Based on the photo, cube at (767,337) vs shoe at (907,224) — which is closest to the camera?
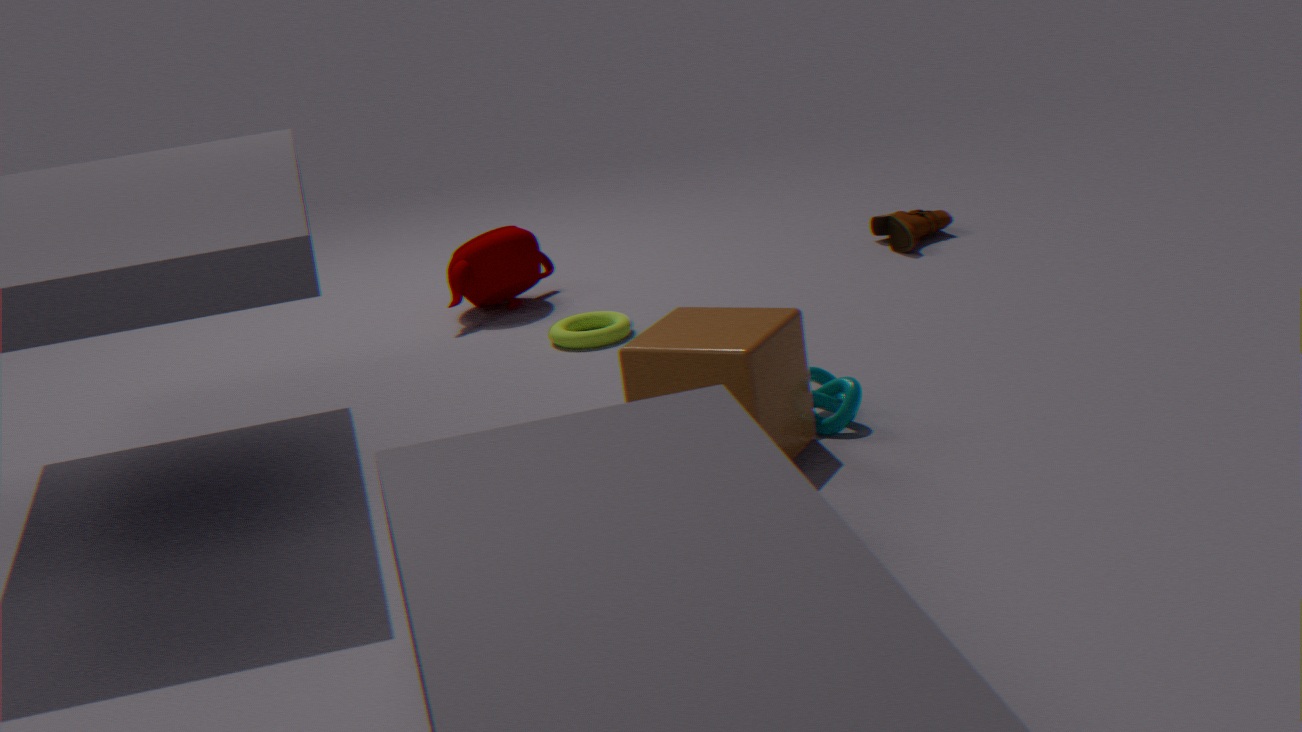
cube at (767,337)
